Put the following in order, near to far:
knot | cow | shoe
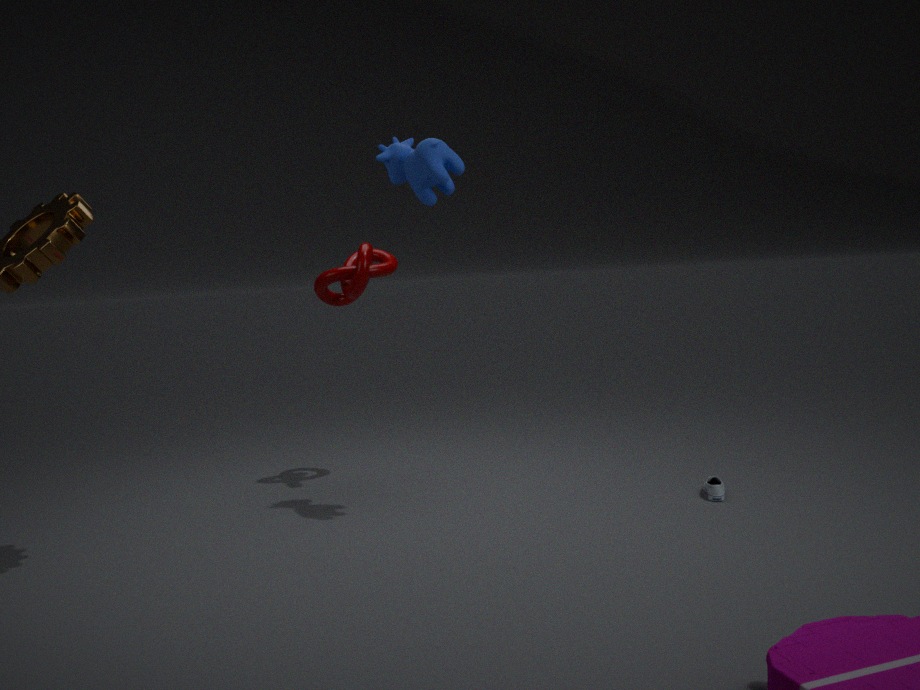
cow
shoe
knot
